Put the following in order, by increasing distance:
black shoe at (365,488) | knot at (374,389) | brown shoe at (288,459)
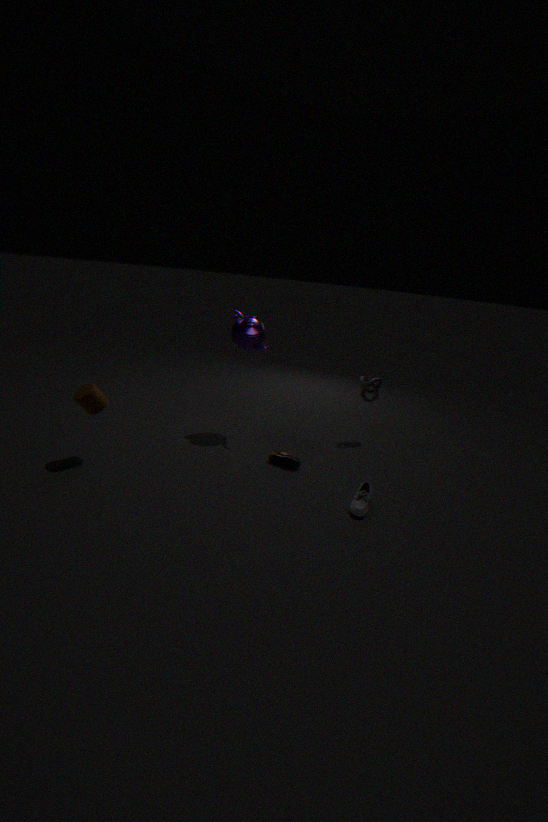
black shoe at (365,488) < brown shoe at (288,459) < knot at (374,389)
